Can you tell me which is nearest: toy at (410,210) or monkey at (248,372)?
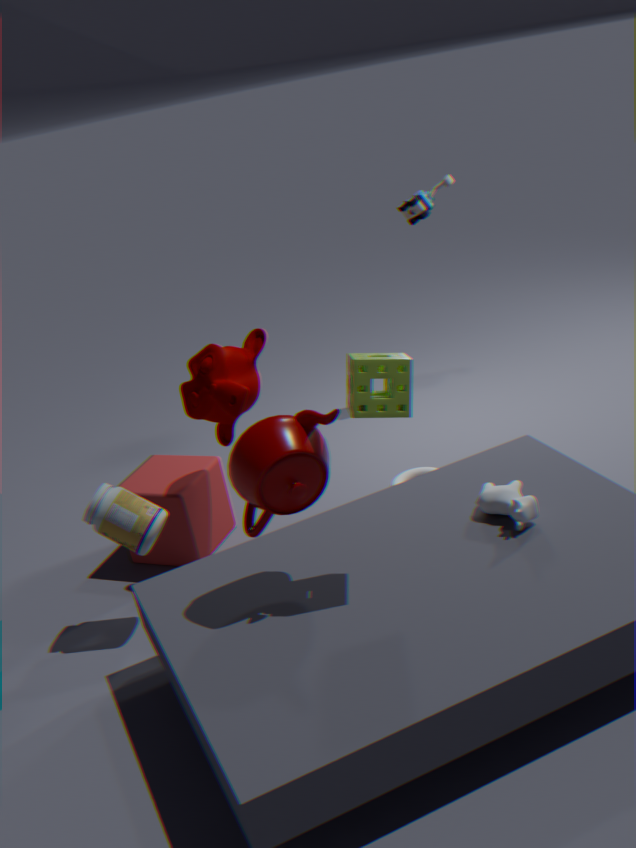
monkey at (248,372)
